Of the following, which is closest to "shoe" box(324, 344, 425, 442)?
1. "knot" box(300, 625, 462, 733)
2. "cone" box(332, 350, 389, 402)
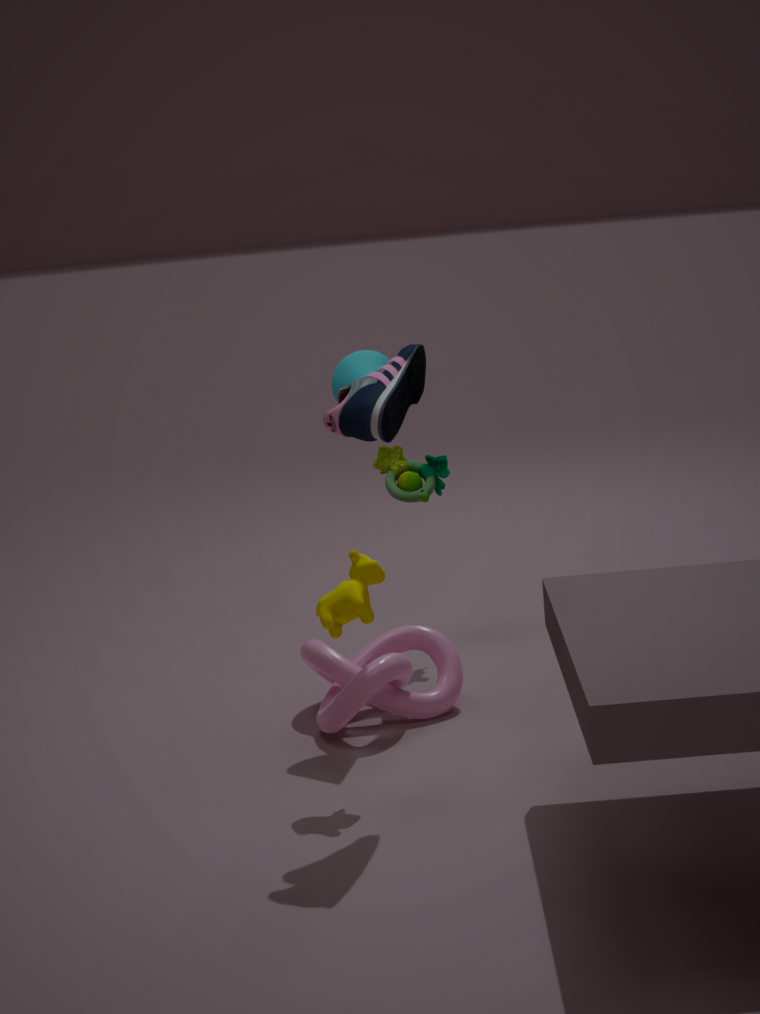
"cone" box(332, 350, 389, 402)
